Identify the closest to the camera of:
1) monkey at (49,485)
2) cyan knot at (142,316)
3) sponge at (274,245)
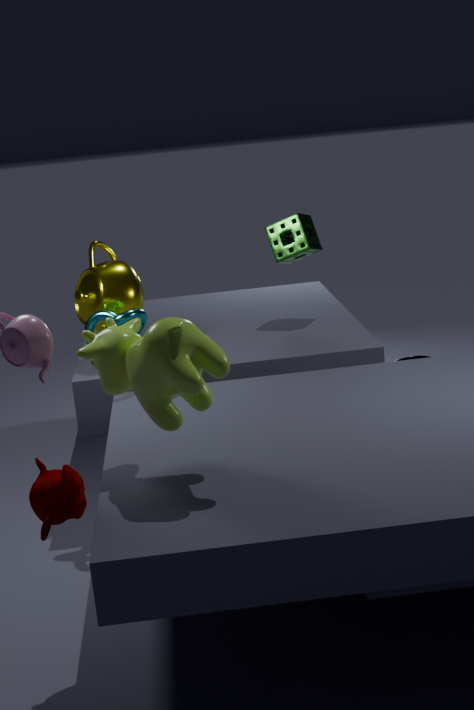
1. monkey at (49,485)
